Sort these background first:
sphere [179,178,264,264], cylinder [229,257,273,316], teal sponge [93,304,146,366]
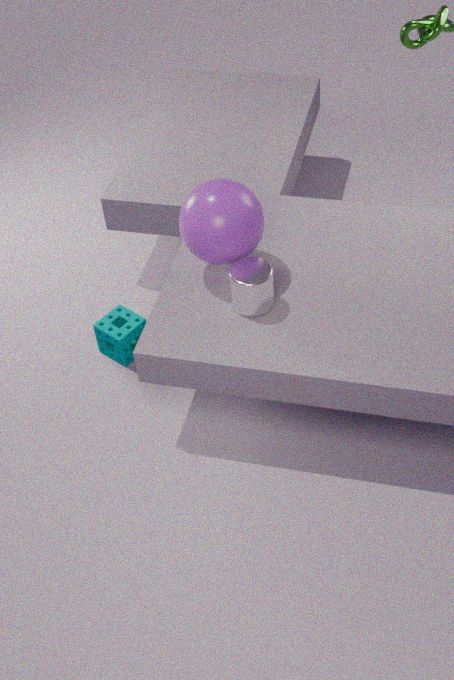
teal sponge [93,304,146,366], cylinder [229,257,273,316], sphere [179,178,264,264]
